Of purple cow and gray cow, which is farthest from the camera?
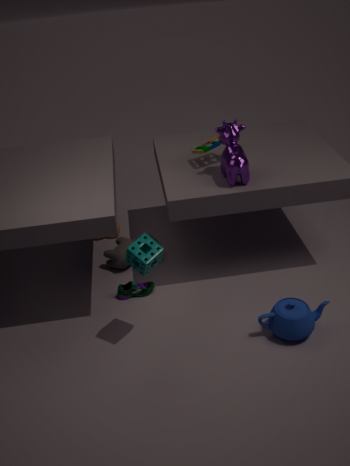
gray cow
